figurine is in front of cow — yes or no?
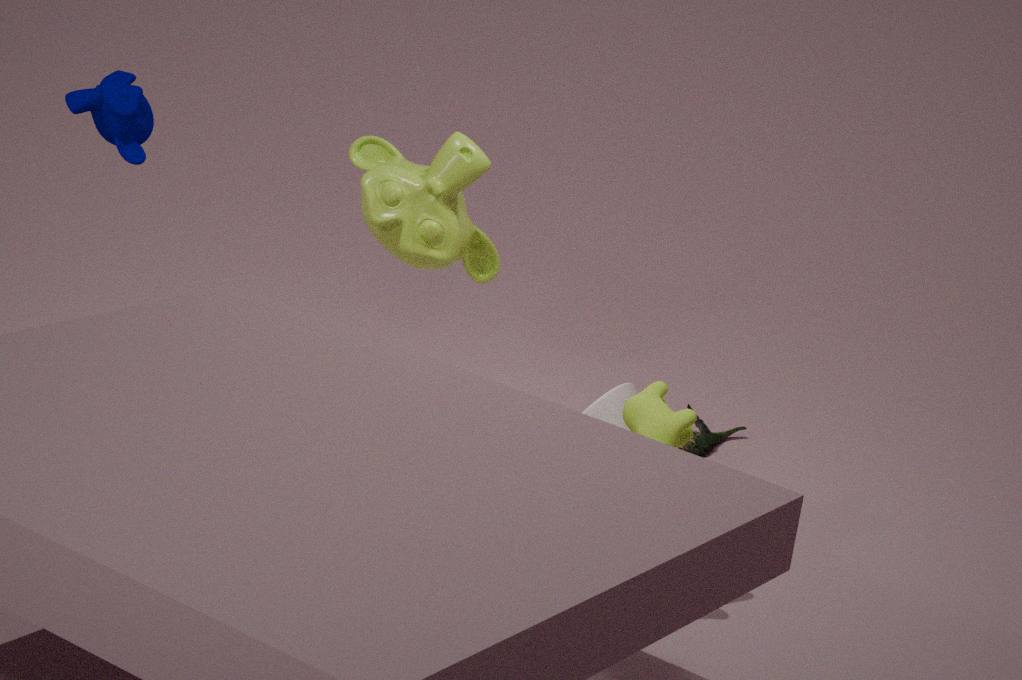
No
